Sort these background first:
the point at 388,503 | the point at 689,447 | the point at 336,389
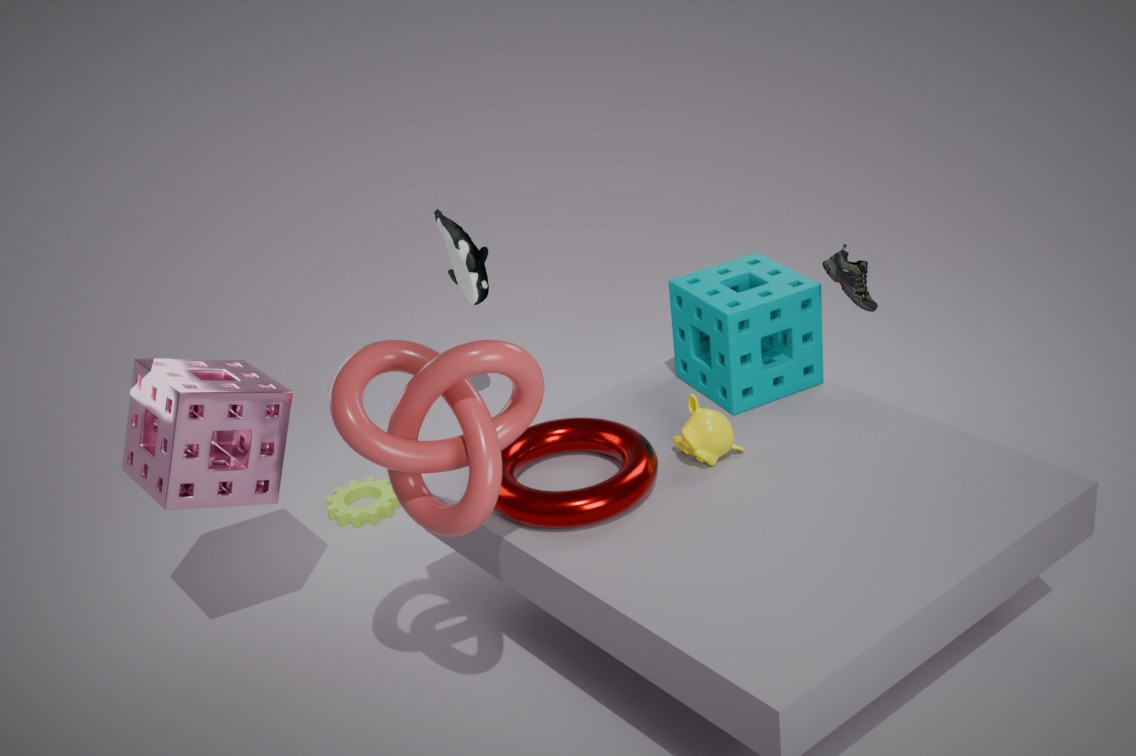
the point at 388,503, the point at 689,447, the point at 336,389
